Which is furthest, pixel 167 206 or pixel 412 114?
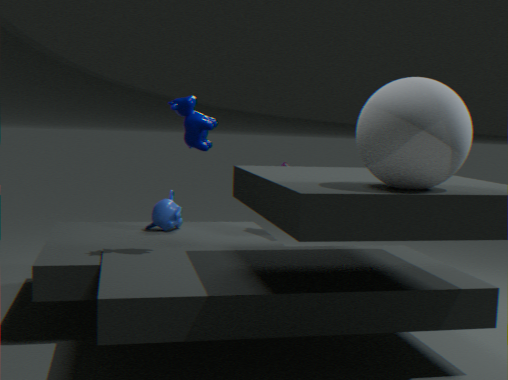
pixel 167 206
